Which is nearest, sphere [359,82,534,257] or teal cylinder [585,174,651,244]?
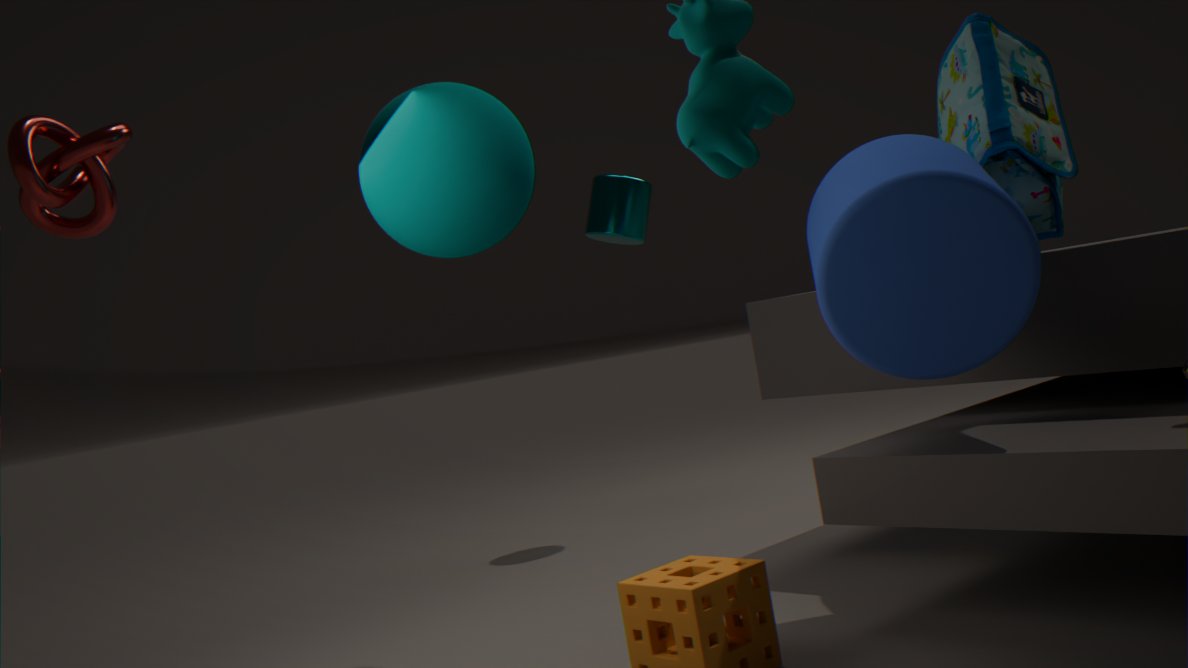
sphere [359,82,534,257]
